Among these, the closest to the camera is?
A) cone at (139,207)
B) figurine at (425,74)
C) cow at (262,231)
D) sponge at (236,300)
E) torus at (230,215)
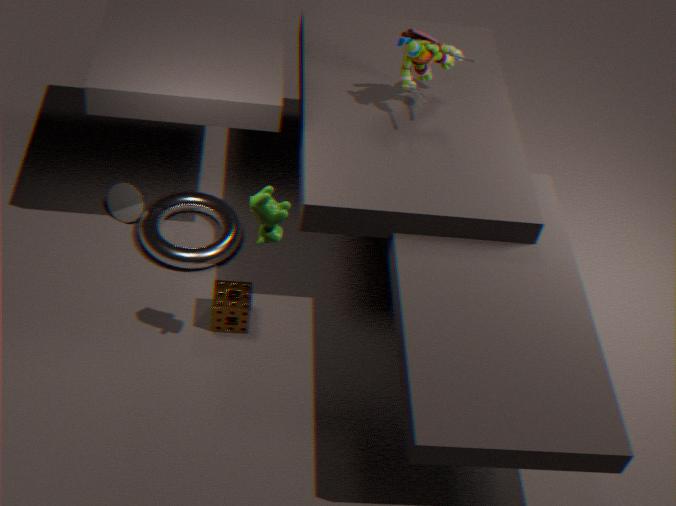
cow at (262,231)
